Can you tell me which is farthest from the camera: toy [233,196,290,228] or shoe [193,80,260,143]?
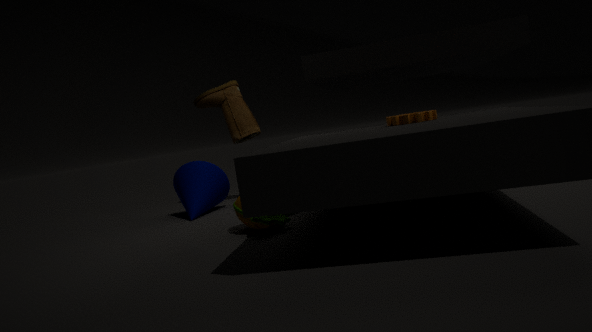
shoe [193,80,260,143]
